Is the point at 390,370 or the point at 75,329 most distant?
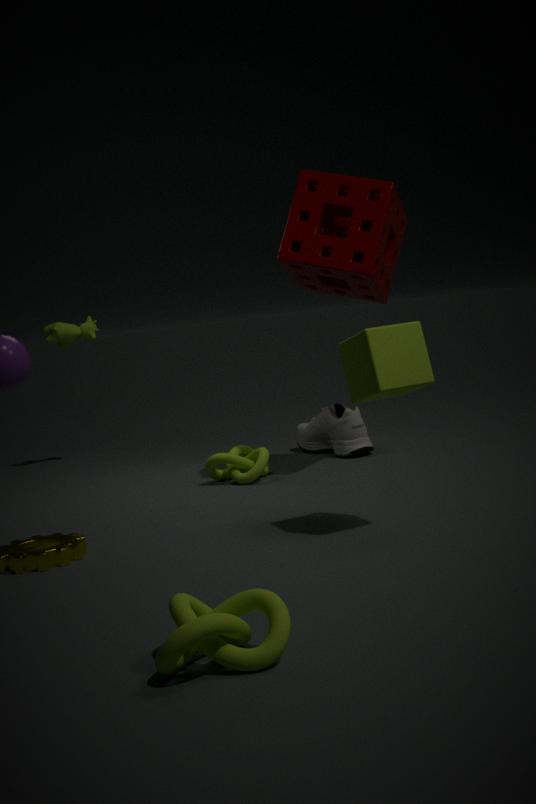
the point at 75,329
